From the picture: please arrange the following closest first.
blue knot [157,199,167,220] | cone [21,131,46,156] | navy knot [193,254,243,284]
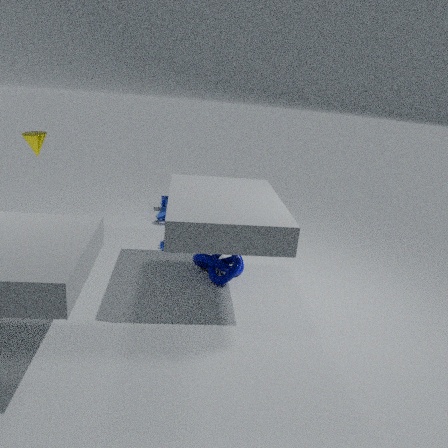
cone [21,131,46,156] < navy knot [193,254,243,284] < blue knot [157,199,167,220]
